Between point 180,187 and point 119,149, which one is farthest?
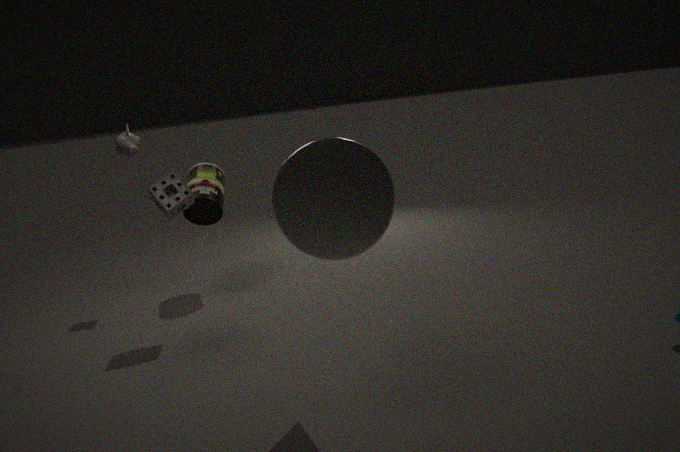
point 119,149
